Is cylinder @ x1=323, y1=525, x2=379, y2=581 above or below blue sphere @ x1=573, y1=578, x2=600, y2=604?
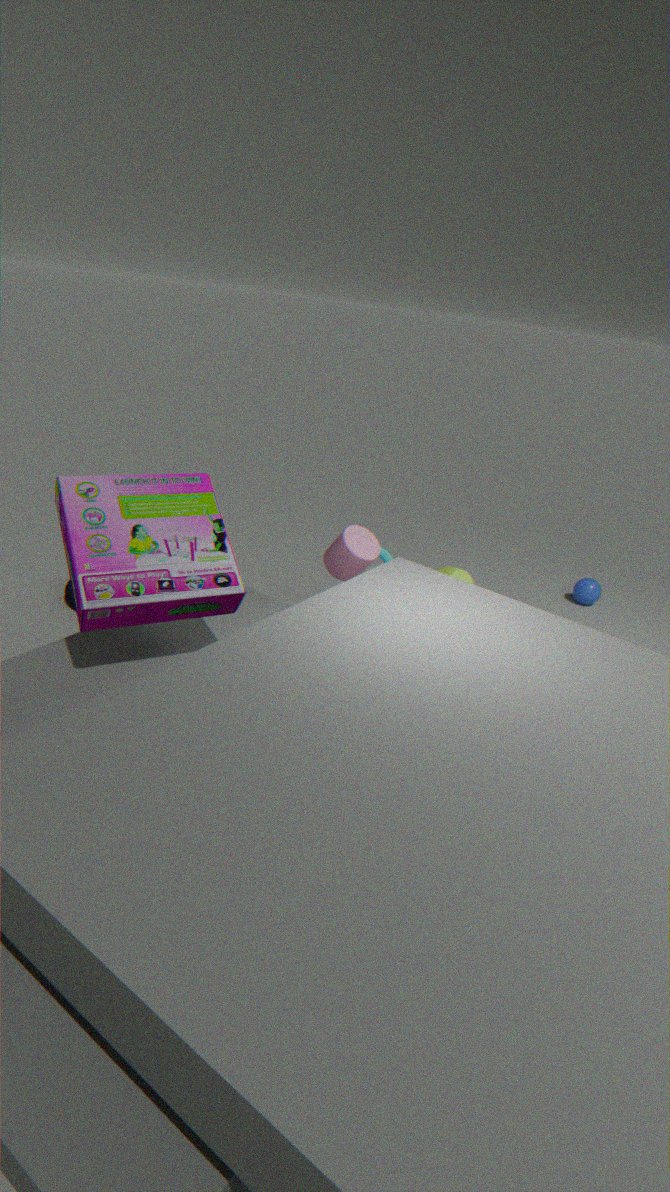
above
